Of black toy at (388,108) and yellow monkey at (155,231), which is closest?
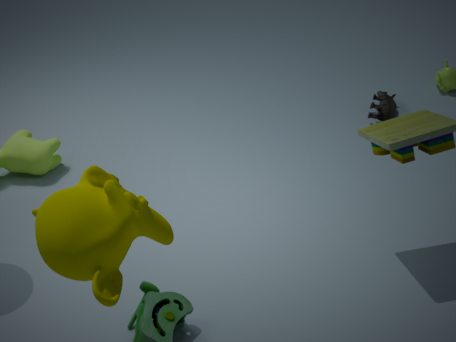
yellow monkey at (155,231)
